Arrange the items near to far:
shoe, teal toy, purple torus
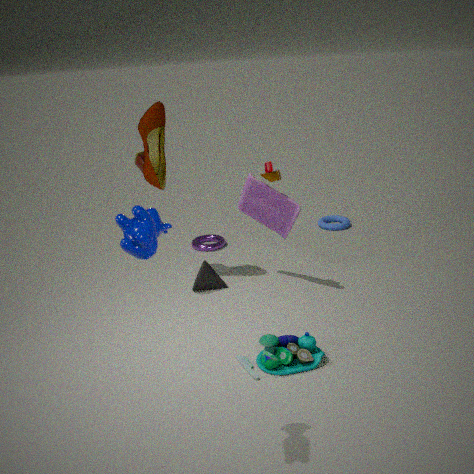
teal toy → shoe → purple torus
